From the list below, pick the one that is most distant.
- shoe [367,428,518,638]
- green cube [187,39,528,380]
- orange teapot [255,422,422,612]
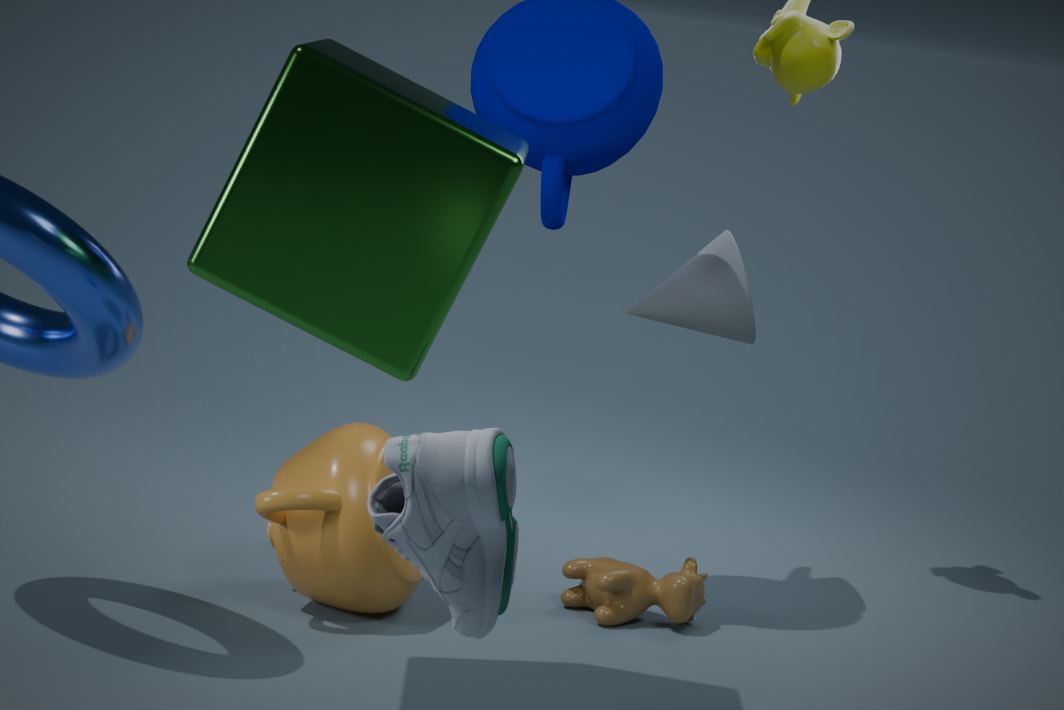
orange teapot [255,422,422,612]
